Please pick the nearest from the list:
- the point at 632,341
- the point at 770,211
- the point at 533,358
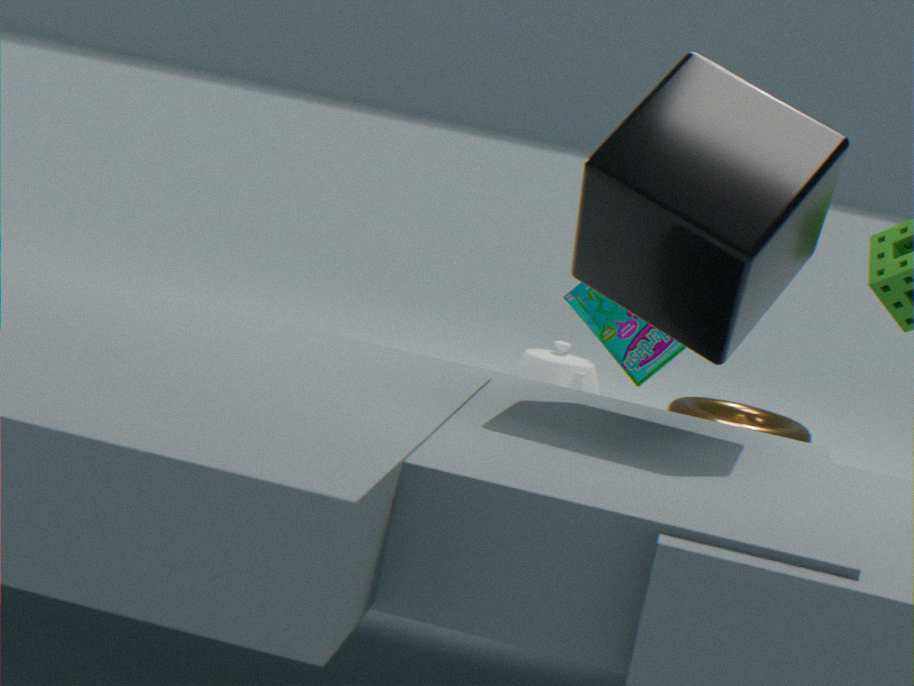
the point at 770,211
